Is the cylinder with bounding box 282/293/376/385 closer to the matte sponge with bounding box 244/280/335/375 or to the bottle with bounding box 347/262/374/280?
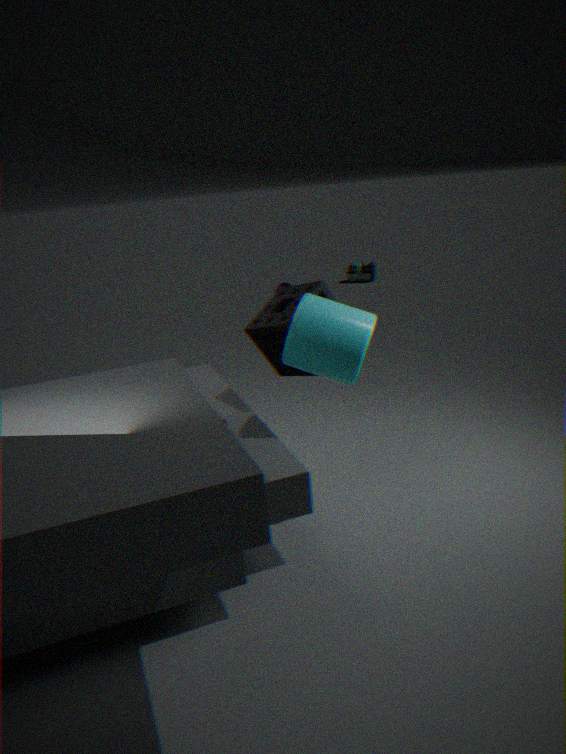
the matte sponge with bounding box 244/280/335/375
